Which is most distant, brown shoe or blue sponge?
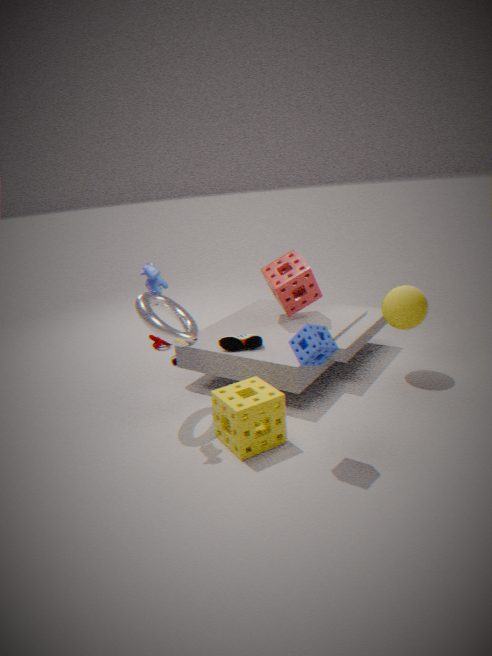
brown shoe
